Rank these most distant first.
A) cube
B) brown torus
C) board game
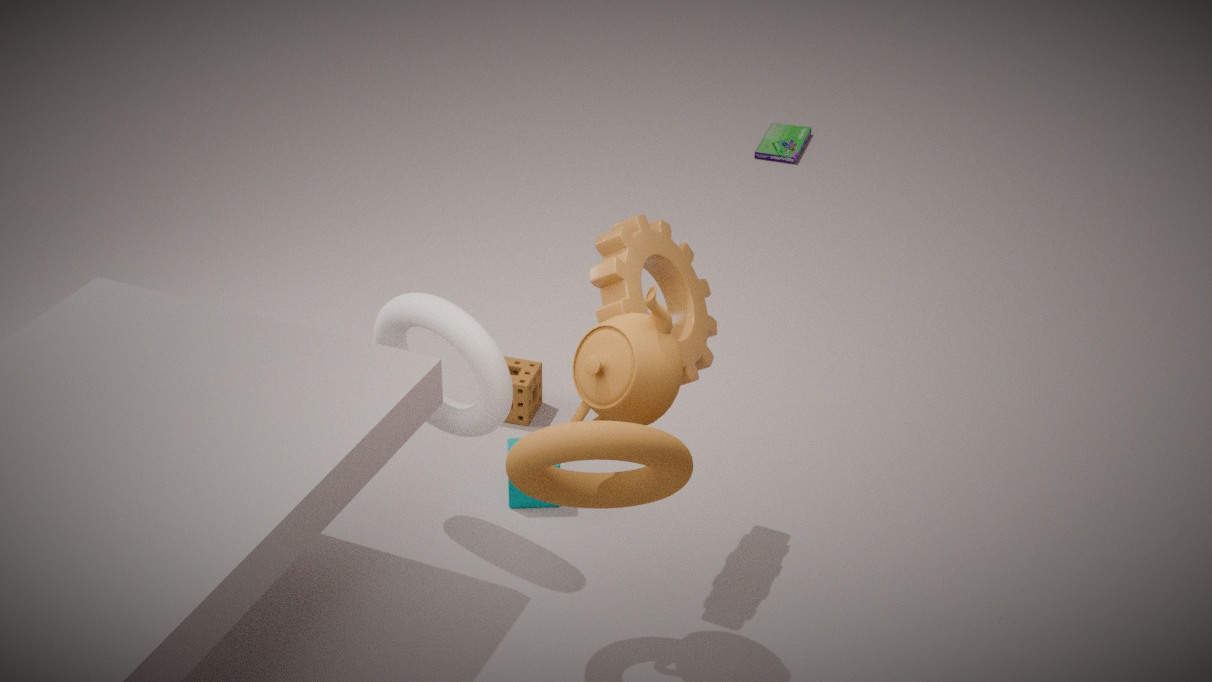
board game < cube < brown torus
